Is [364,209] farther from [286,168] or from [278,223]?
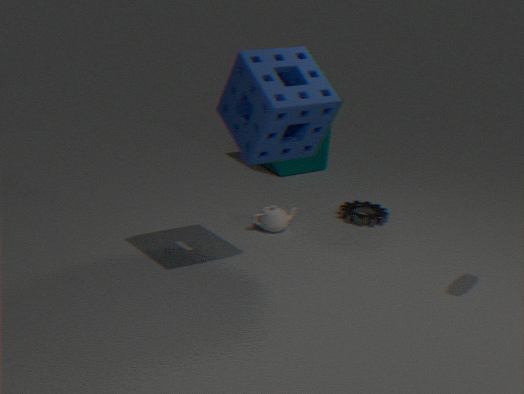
[286,168]
